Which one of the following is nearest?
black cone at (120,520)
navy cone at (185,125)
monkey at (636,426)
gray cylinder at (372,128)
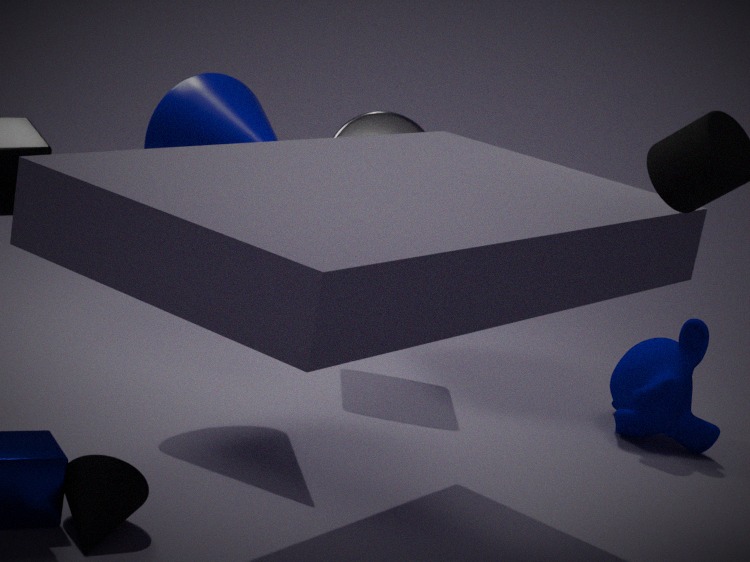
black cone at (120,520)
